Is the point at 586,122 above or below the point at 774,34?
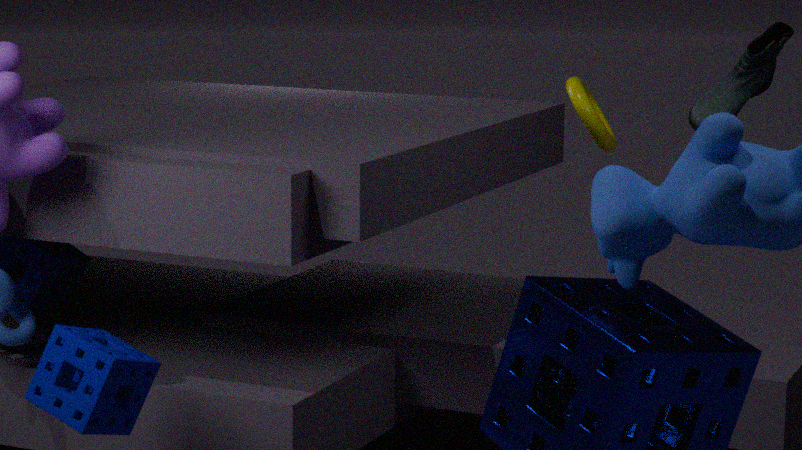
below
